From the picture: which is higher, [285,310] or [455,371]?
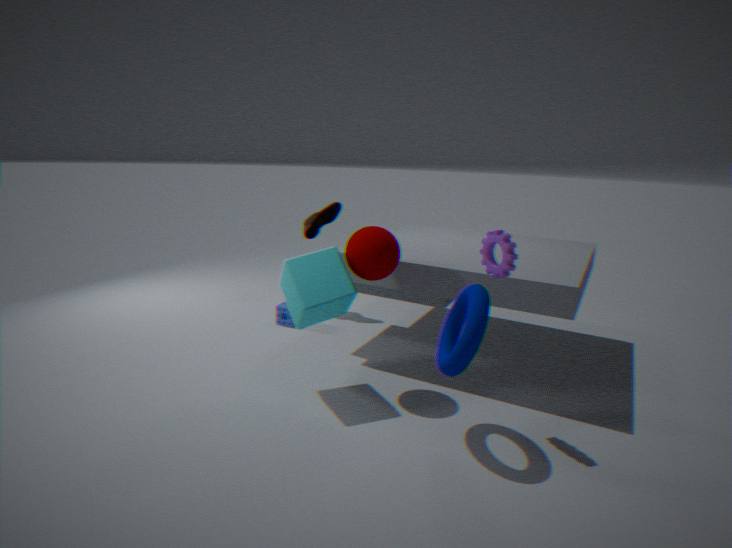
[455,371]
